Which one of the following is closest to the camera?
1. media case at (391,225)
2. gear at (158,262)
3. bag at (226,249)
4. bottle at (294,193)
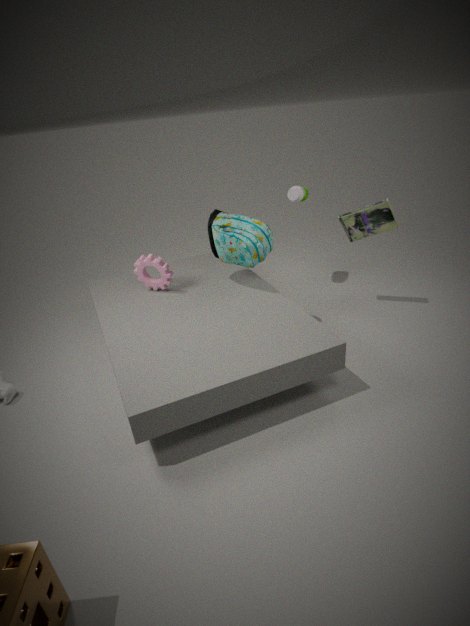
bag at (226,249)
